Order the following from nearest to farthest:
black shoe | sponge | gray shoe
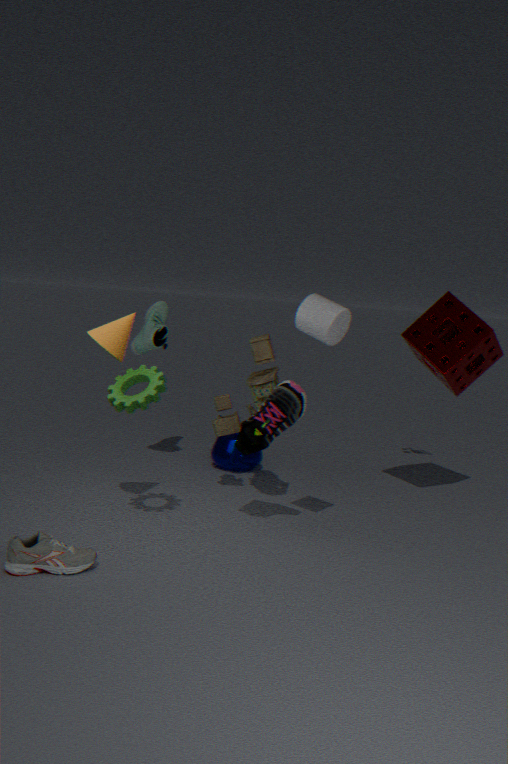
gray shoe < black shoe < sponge
